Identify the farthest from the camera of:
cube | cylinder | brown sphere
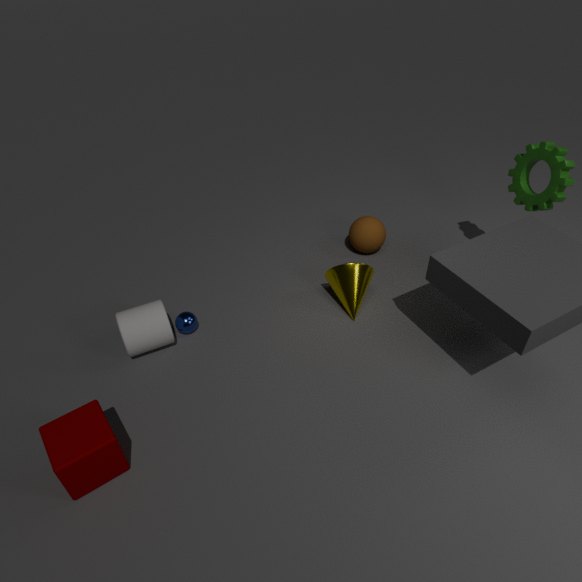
brown sphere
